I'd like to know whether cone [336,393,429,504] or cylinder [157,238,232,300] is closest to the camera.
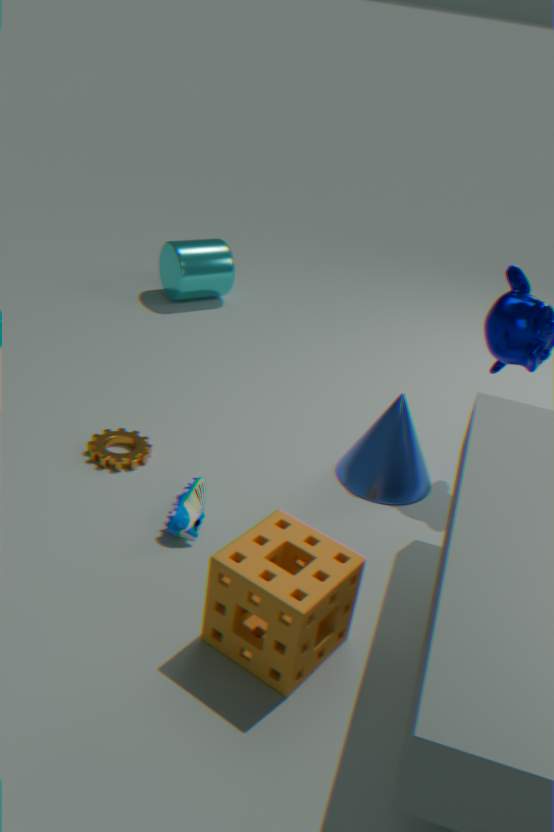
cone [336,393,429,504]
